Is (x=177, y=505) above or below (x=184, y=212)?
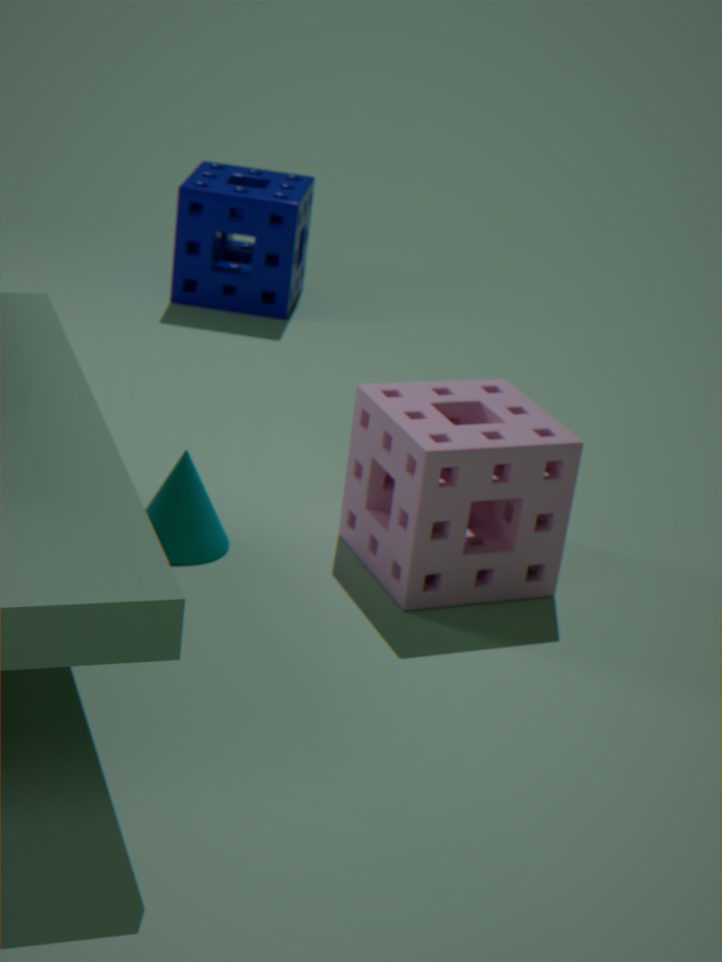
below
